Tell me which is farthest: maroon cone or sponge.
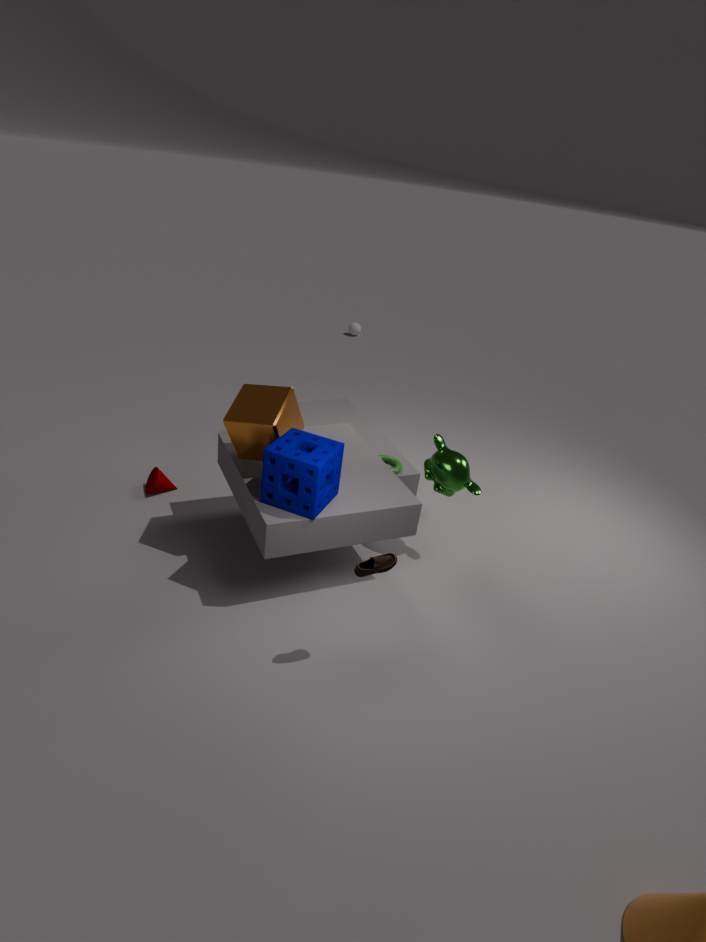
maroon cone
